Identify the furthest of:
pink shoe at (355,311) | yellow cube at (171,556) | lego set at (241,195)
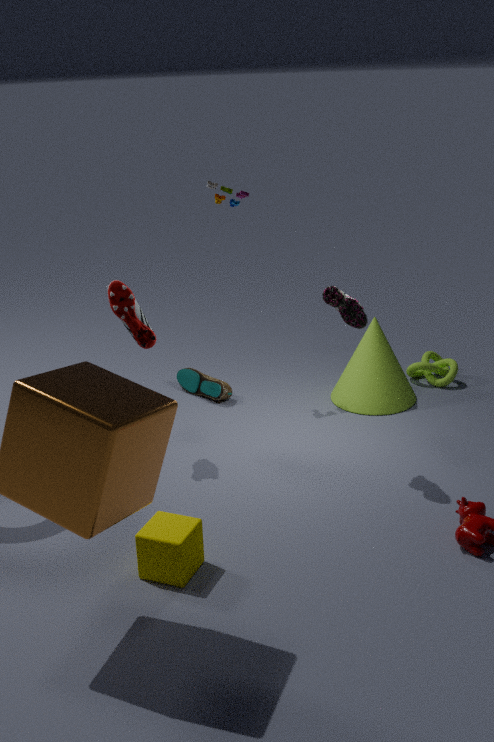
lego set at (241,195)
